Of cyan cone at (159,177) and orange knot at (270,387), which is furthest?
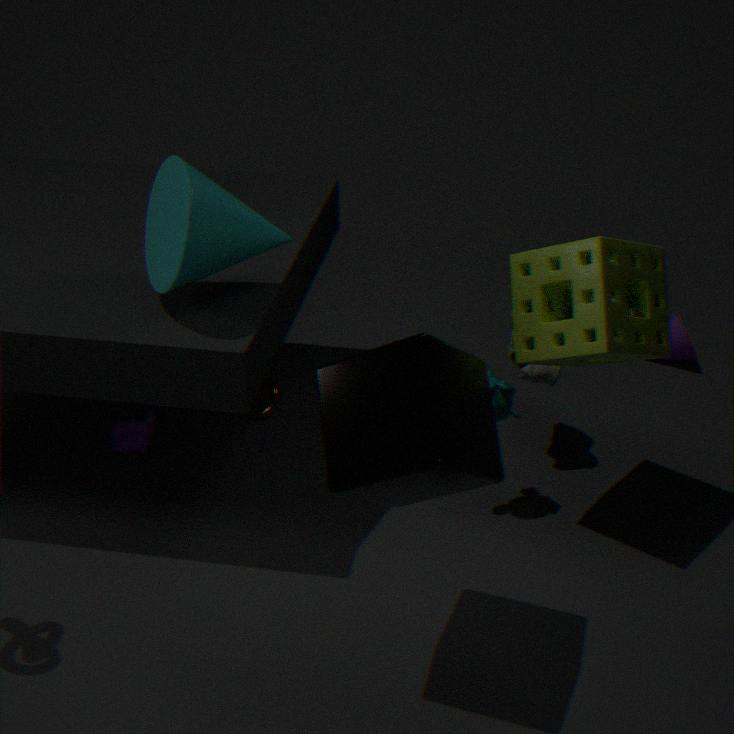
orange knot at (270,387)
